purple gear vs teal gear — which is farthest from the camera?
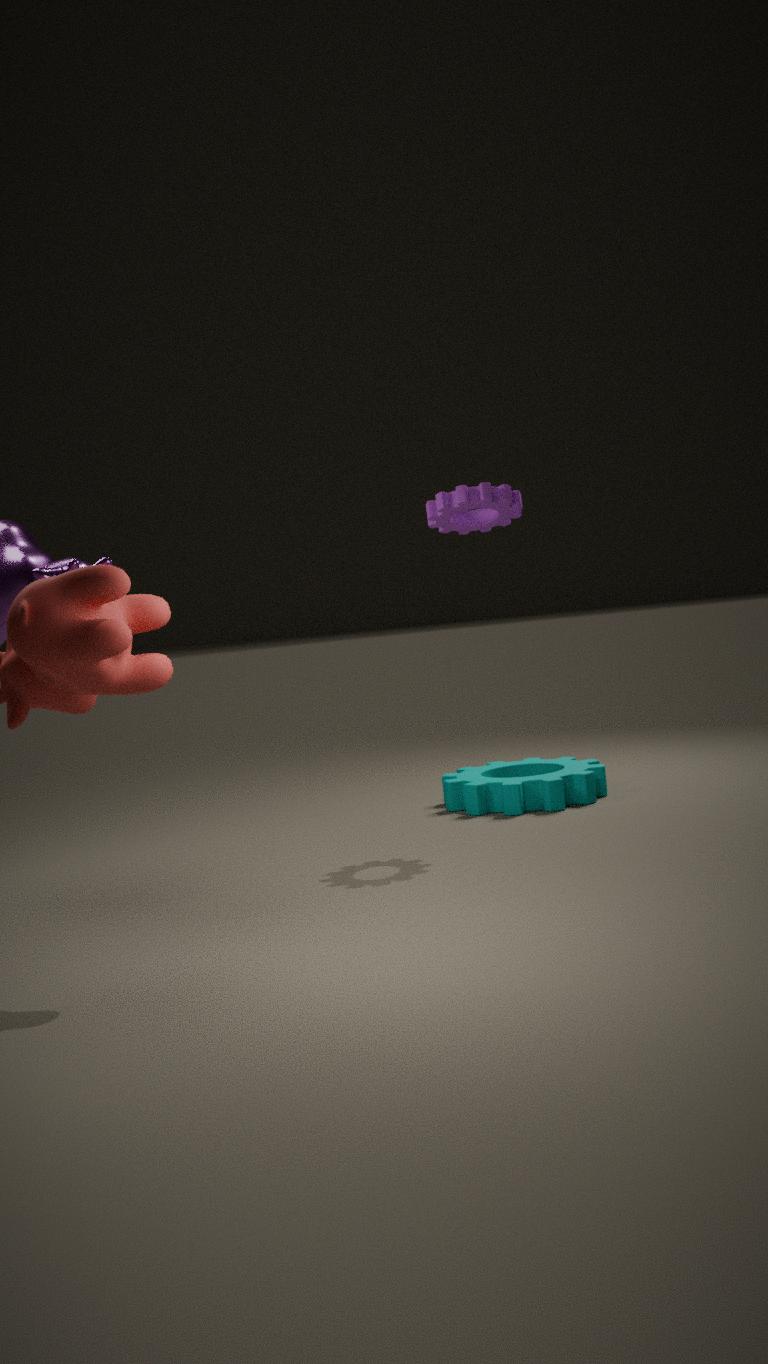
teal gear
